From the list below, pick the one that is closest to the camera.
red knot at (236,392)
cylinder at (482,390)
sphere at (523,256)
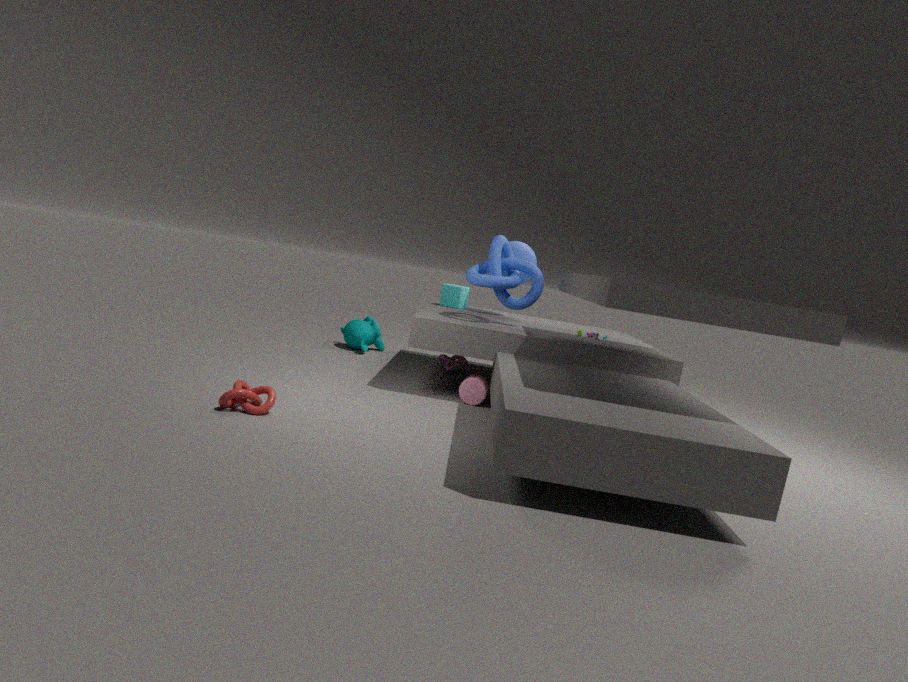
red knot at (236,392)
